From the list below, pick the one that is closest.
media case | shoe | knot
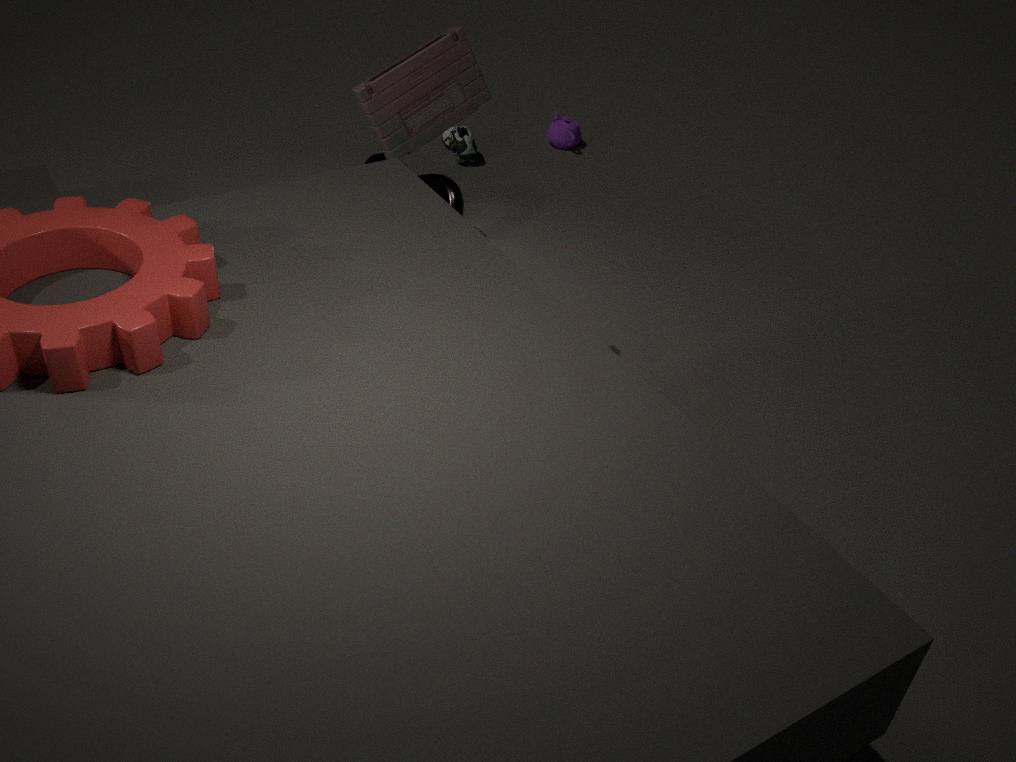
media case
